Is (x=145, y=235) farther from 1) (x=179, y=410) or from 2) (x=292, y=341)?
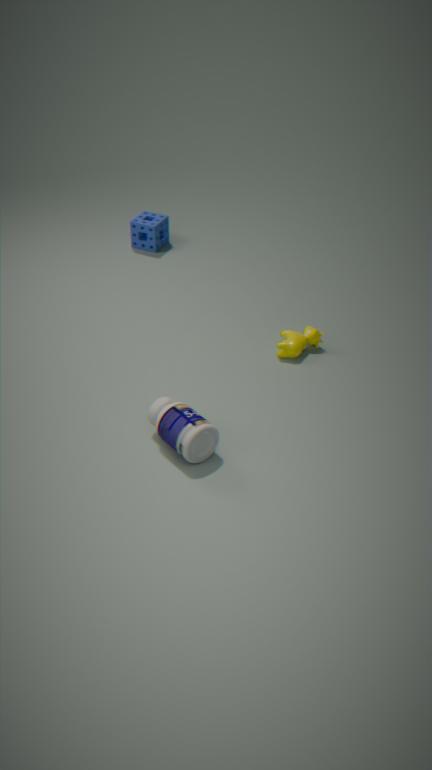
1) (x=179, y=410)
